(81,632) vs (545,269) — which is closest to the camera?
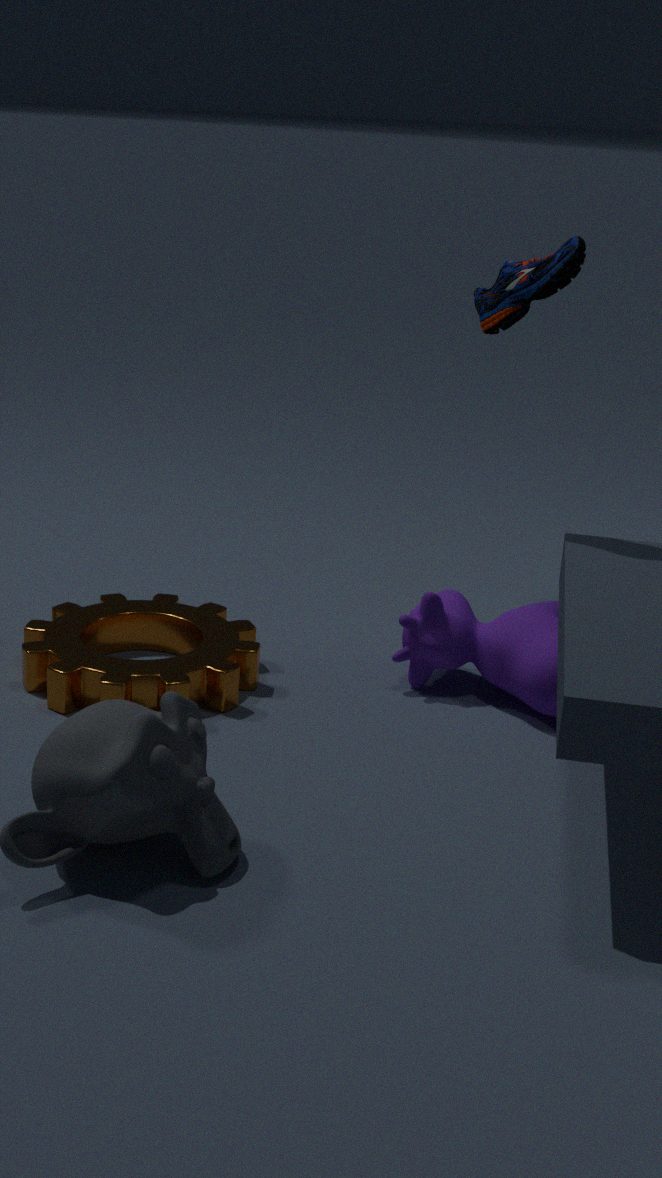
(545,269)
